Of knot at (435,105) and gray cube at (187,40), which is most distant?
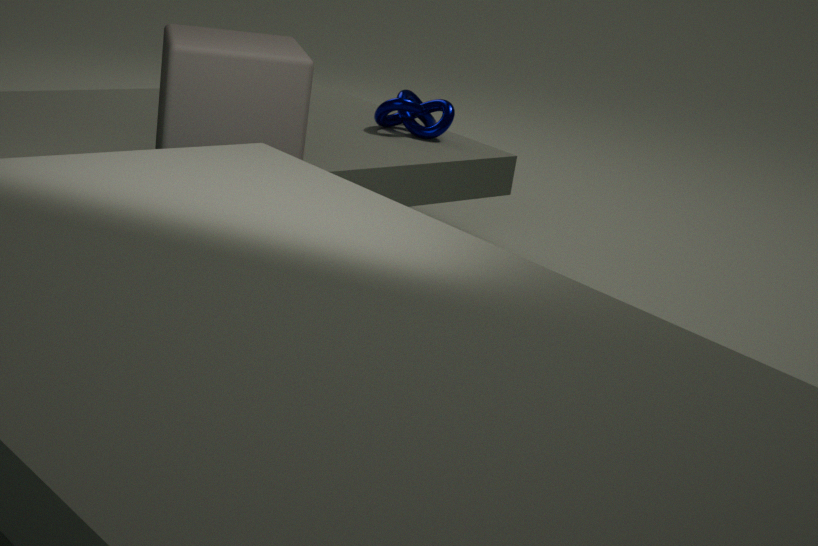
knot at (435,105)
